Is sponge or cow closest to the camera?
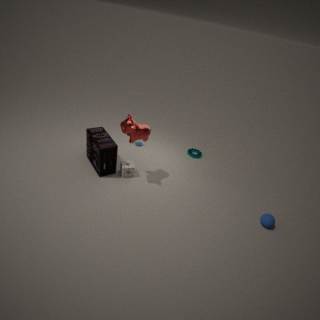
cow
